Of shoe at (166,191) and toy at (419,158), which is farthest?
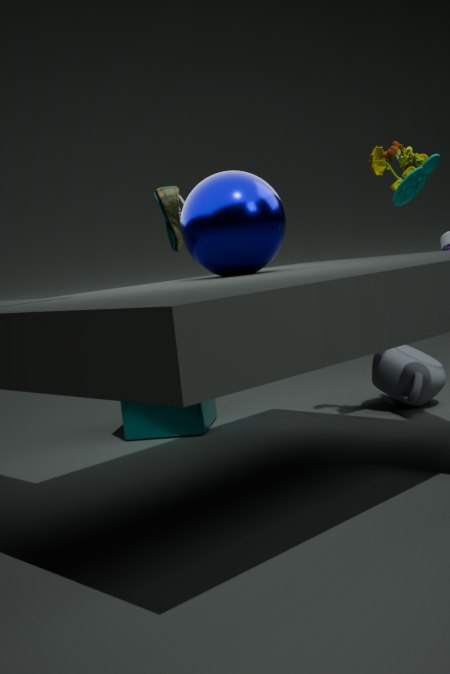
shoe at (166,191)
